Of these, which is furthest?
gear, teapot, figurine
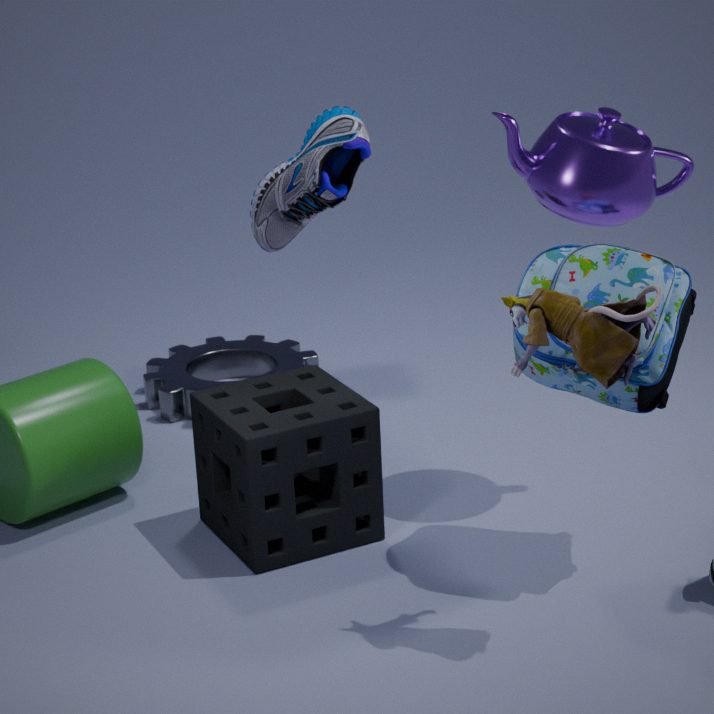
gear
